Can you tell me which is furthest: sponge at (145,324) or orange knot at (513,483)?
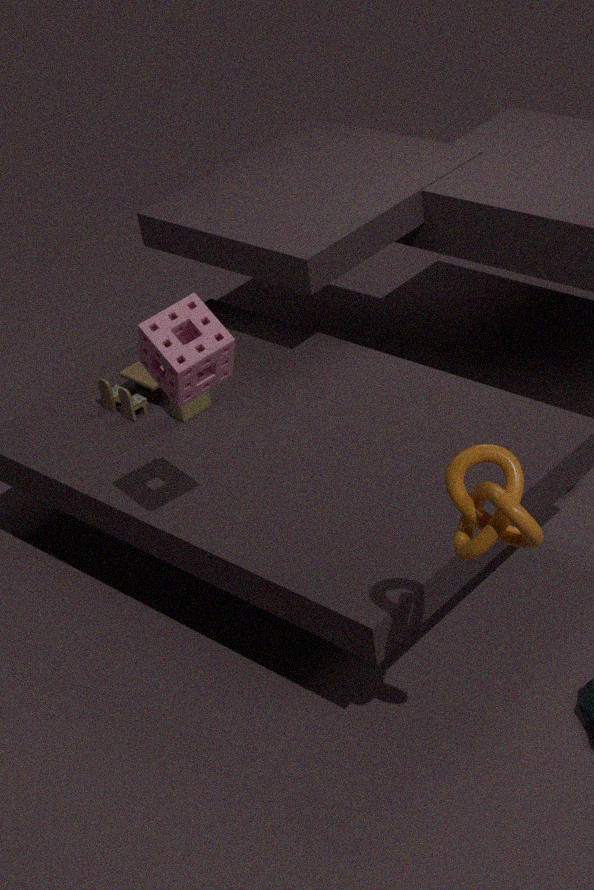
sponge at (145,324)
